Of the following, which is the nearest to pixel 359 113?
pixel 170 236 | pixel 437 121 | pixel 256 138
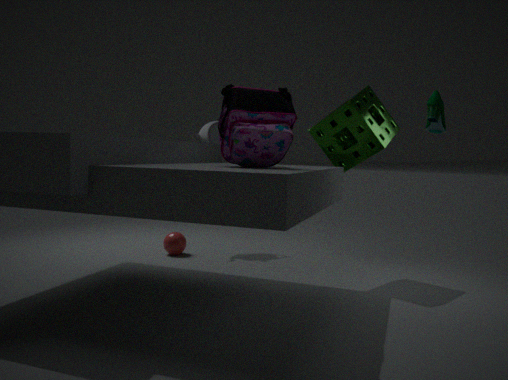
pixel 437 121
